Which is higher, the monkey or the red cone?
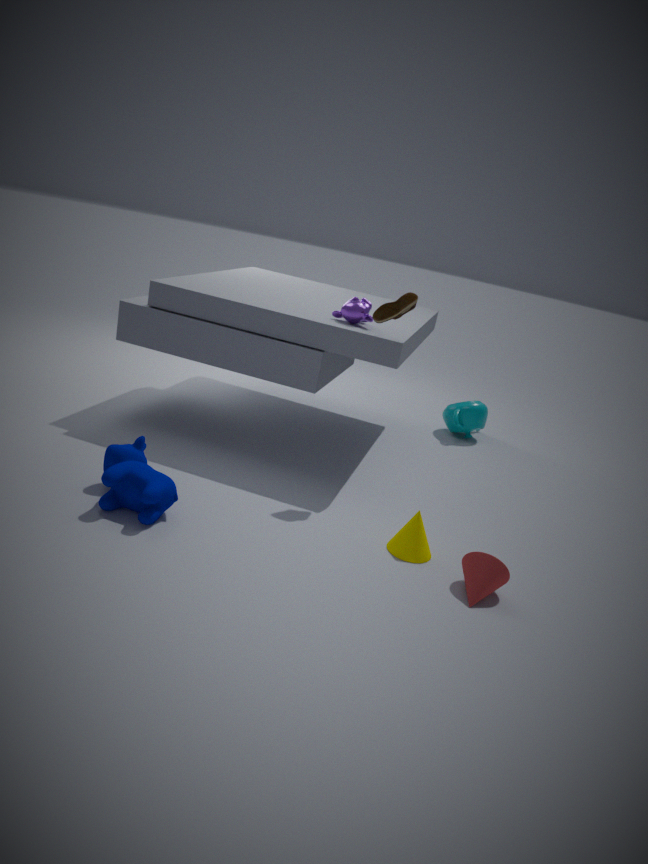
the monkey
